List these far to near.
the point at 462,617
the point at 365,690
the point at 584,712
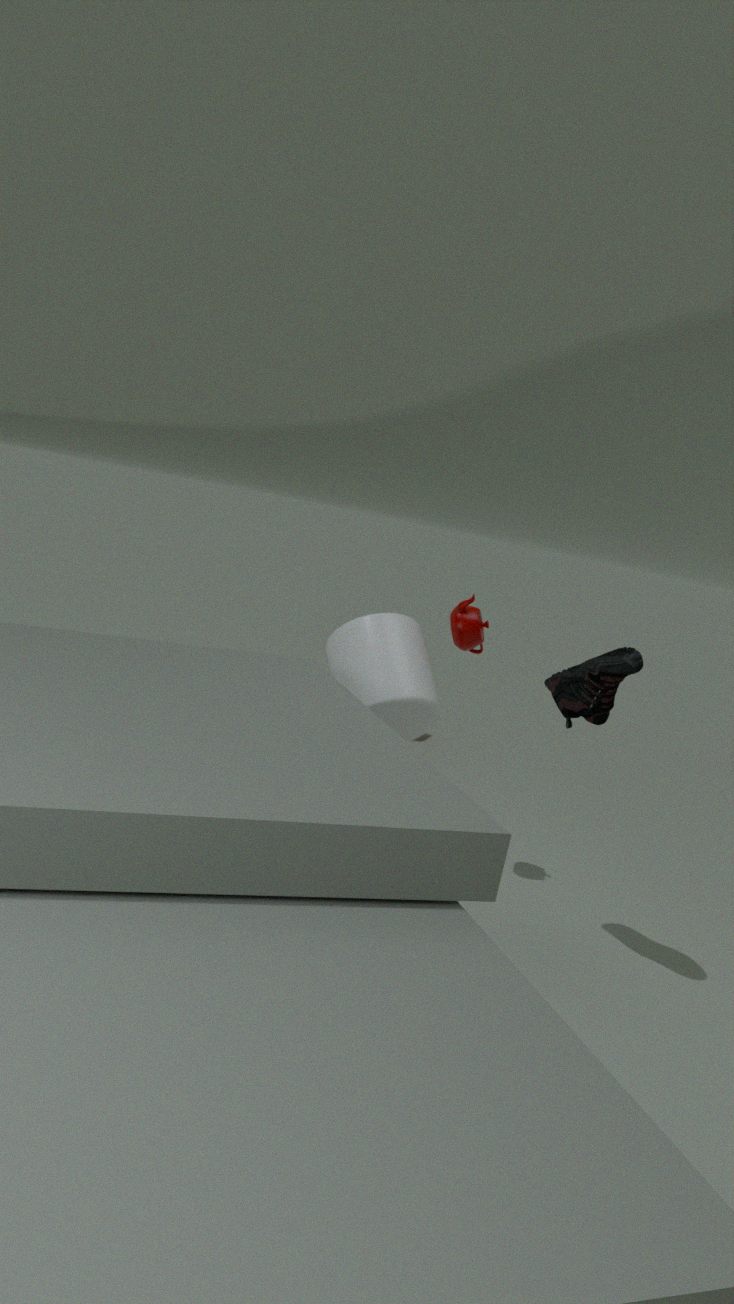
the point at 462,617 → the point at 365,690 → the point at 584,712
